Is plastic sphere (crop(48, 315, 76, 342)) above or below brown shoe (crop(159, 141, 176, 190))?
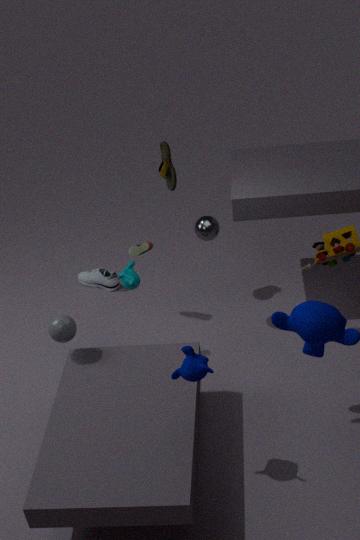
below
